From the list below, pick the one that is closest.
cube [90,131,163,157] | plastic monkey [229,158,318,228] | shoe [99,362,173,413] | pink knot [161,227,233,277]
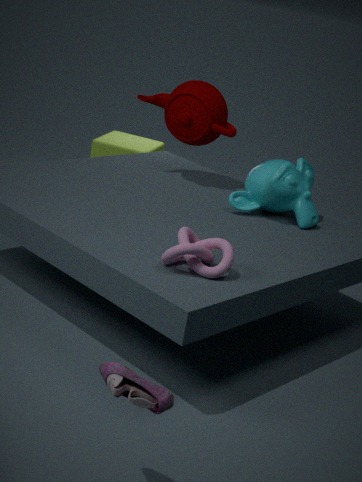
shoe [99,362,173,413]
